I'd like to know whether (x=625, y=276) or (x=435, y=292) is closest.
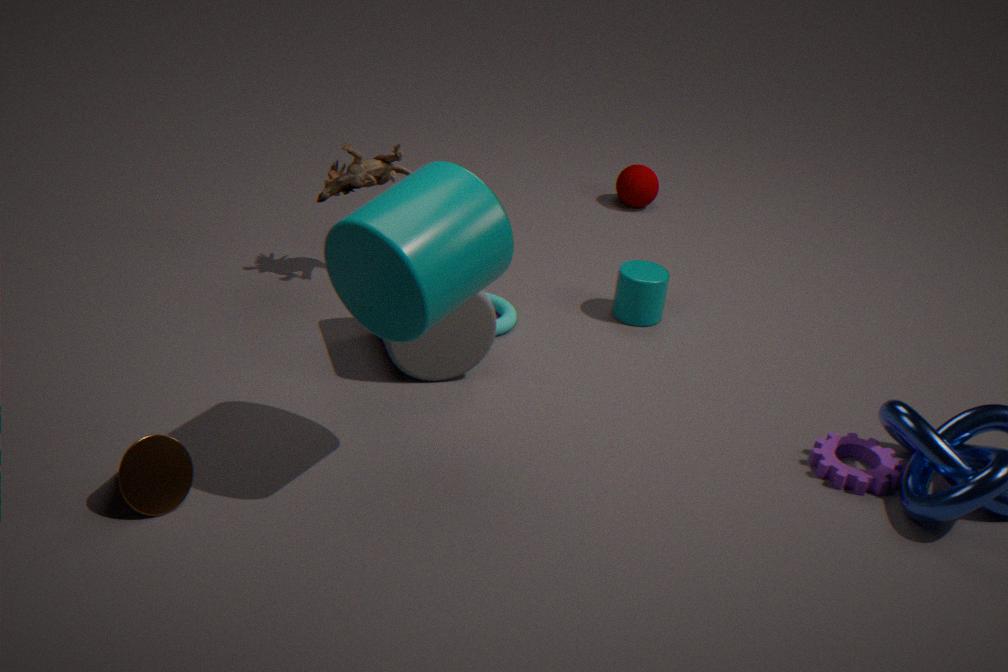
(x=435, y=292)
